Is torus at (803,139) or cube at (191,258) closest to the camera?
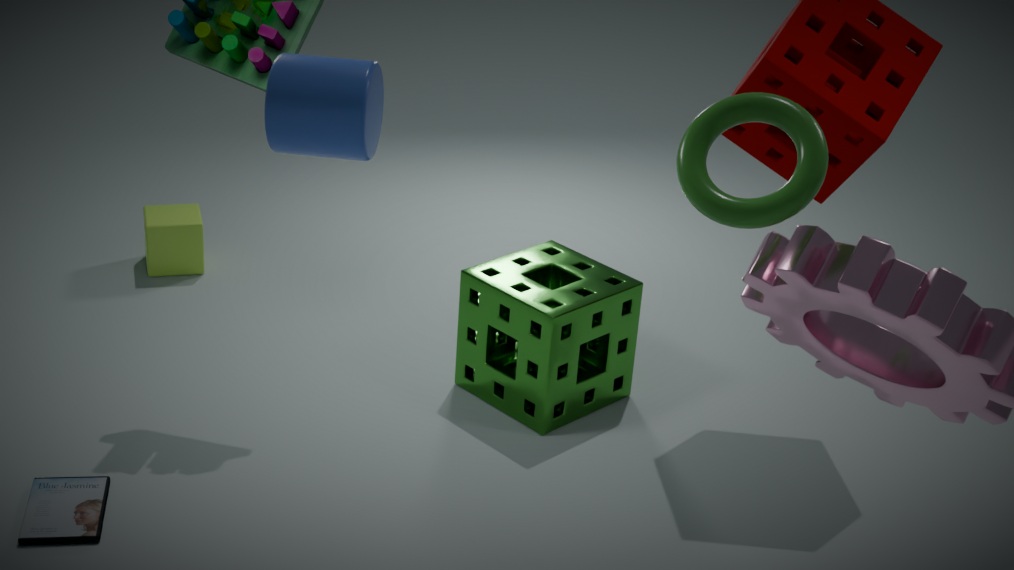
torus at (803,139)
